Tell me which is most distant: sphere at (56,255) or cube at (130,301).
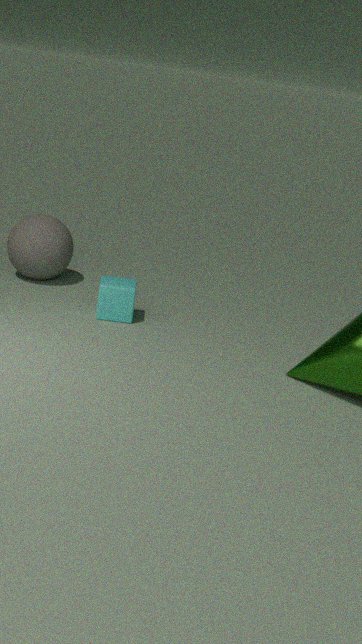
sphere at (56,255)
